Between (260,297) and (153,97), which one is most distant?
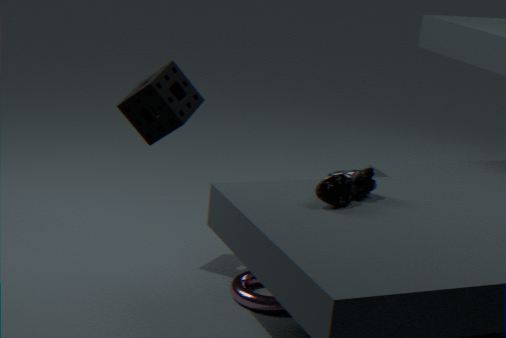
(153,97)
